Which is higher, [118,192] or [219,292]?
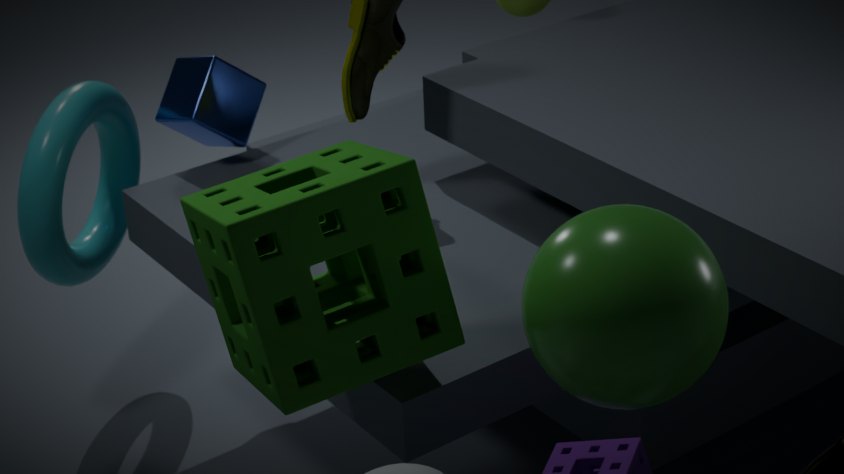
[219,292]
